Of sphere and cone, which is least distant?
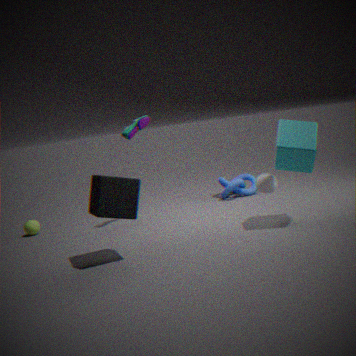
cone
